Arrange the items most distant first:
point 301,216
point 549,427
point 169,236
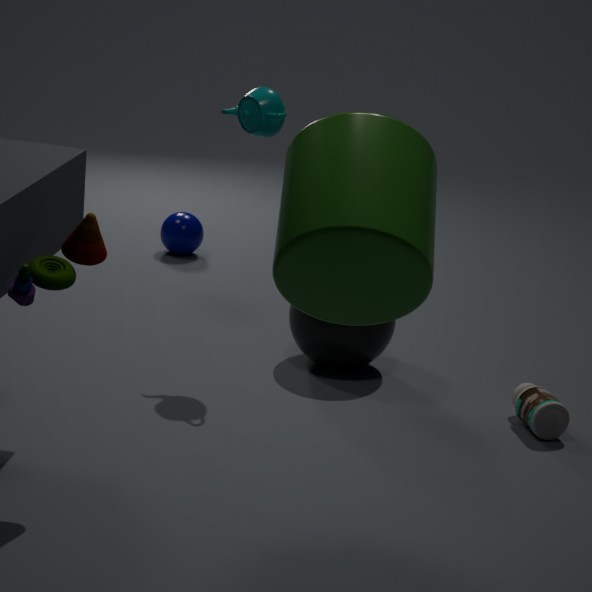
1. point 169,236
2. point 549,427
3. point 301,216
